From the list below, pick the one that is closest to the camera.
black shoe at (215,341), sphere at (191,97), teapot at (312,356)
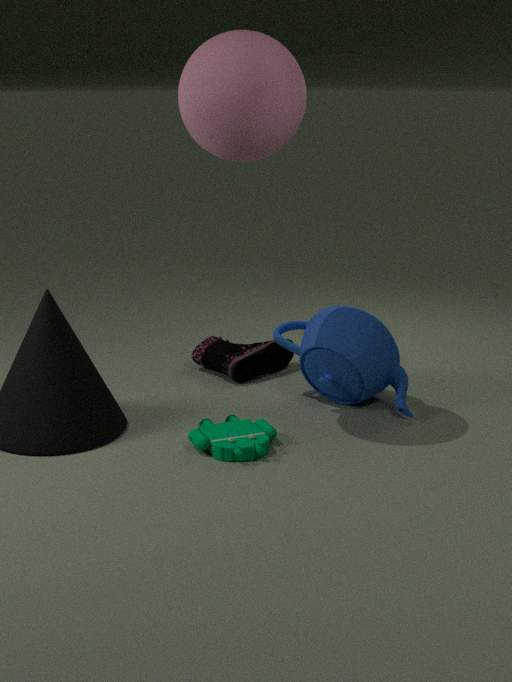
sphere at (191,97)
